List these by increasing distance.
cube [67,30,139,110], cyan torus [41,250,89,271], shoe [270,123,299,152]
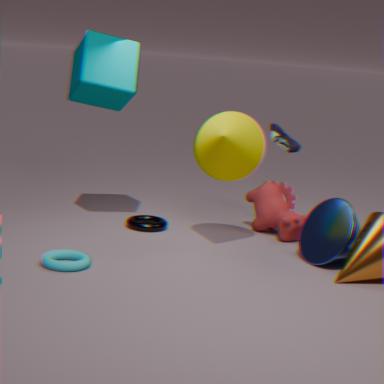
cyan torus [41,250,89,271]
cube [67,30,139,110]
shoe [270,123,299,152]
